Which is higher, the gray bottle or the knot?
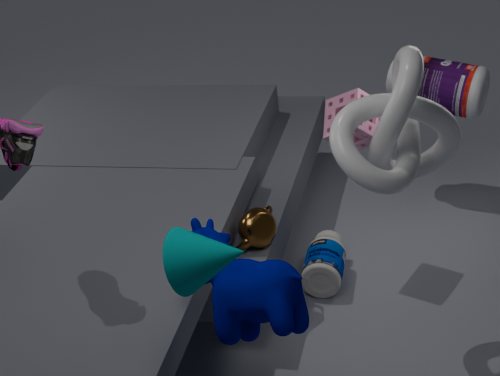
the knot
